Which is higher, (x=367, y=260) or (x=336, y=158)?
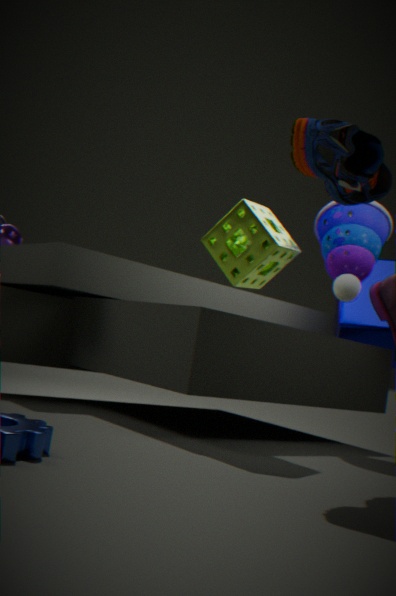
(x=336, y=158)
